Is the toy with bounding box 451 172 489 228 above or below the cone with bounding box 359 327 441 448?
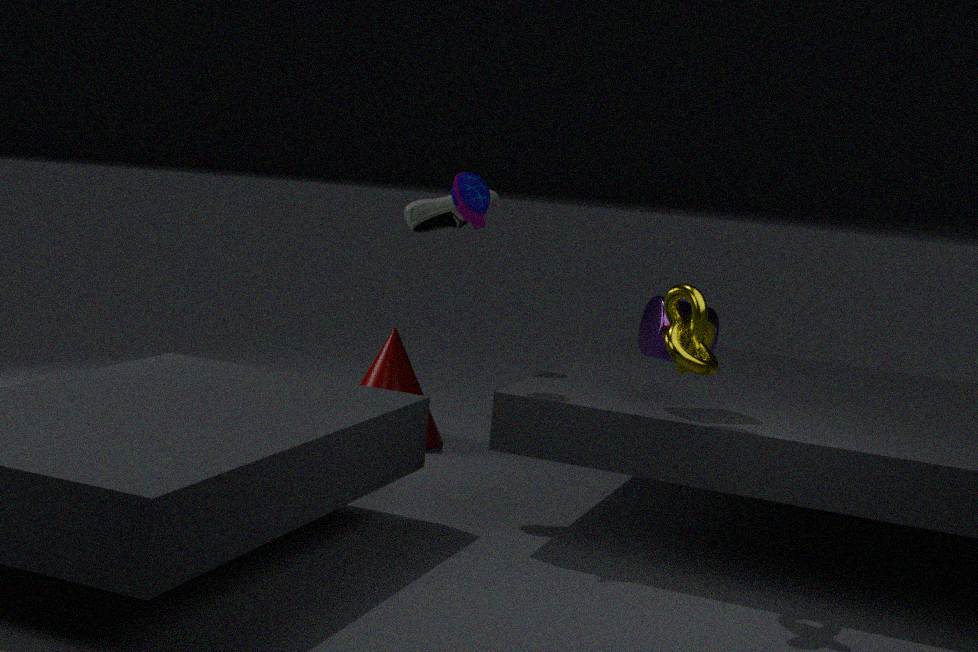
above
